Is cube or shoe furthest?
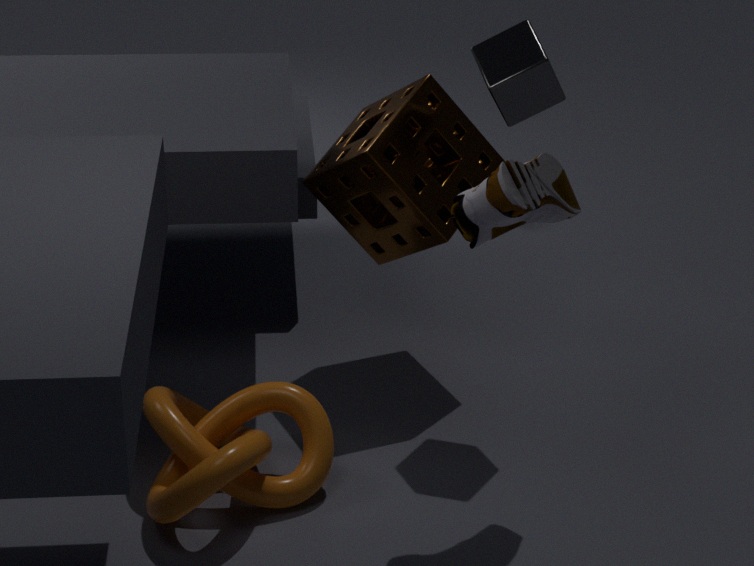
cube
